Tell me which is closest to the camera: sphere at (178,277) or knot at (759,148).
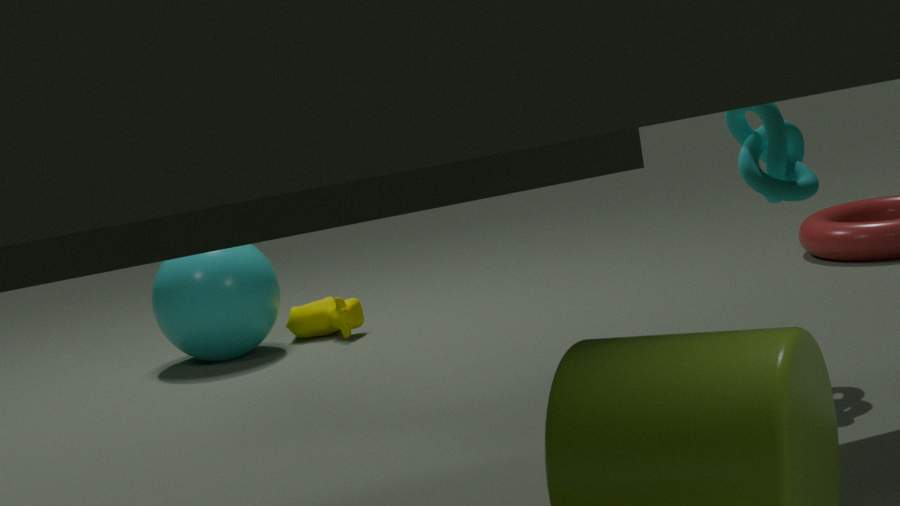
knot at (759,148)
